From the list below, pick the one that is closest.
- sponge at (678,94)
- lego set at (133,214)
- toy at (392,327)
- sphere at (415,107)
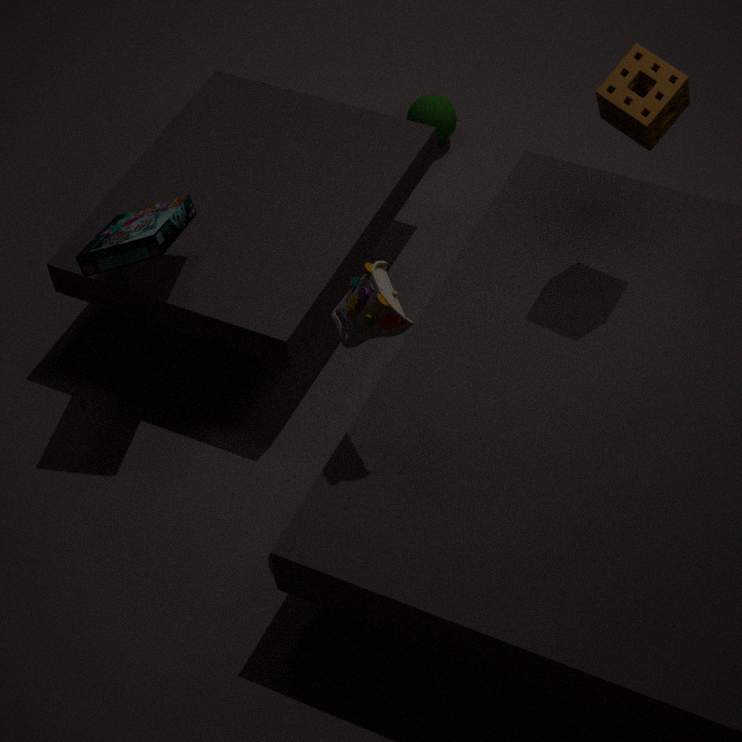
toy at (392,327)
